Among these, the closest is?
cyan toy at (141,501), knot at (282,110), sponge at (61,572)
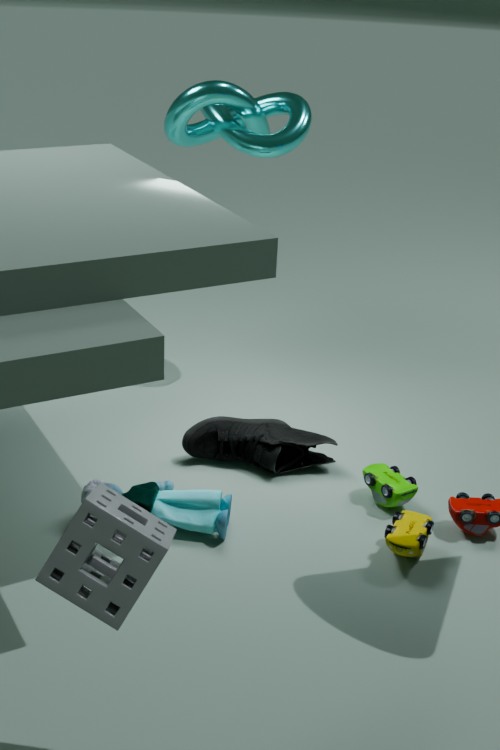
sponge at (61,572)
